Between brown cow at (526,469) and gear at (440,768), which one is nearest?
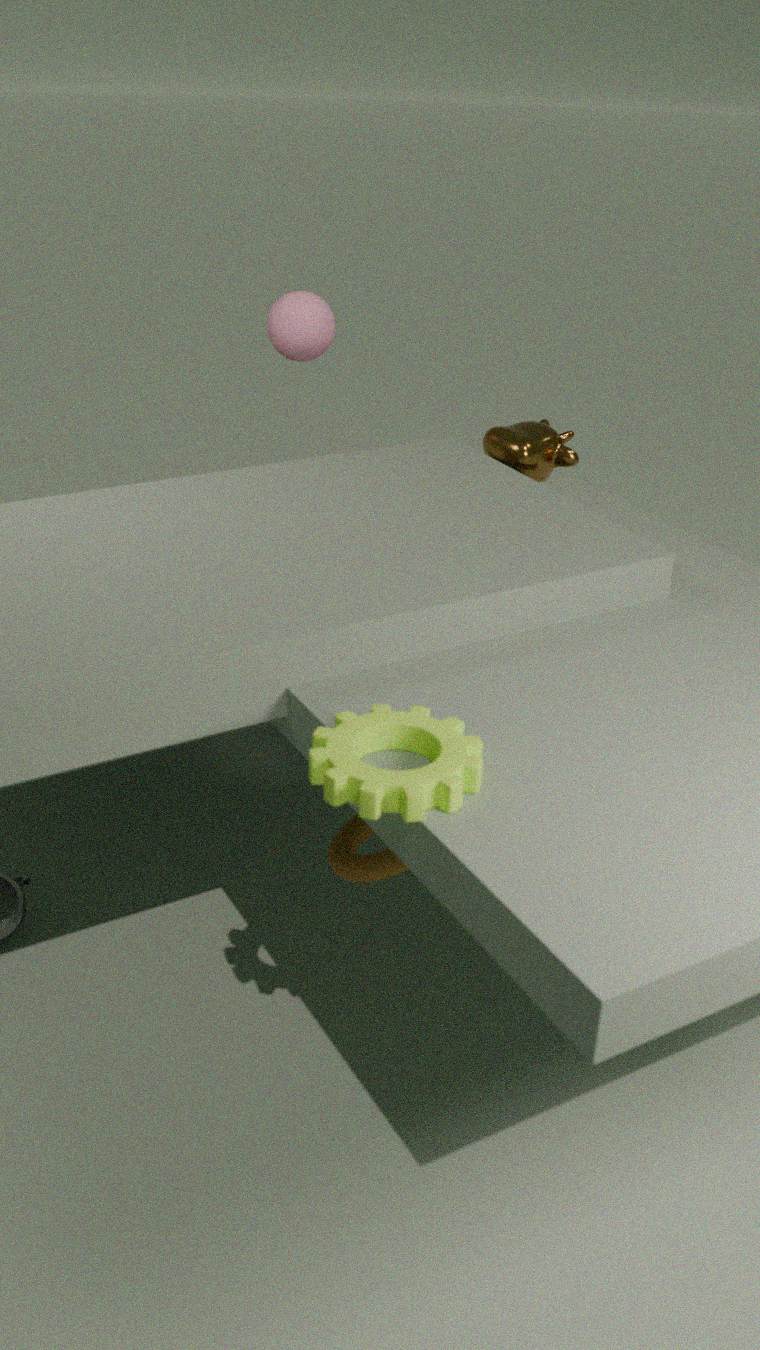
gear at (440,768)
